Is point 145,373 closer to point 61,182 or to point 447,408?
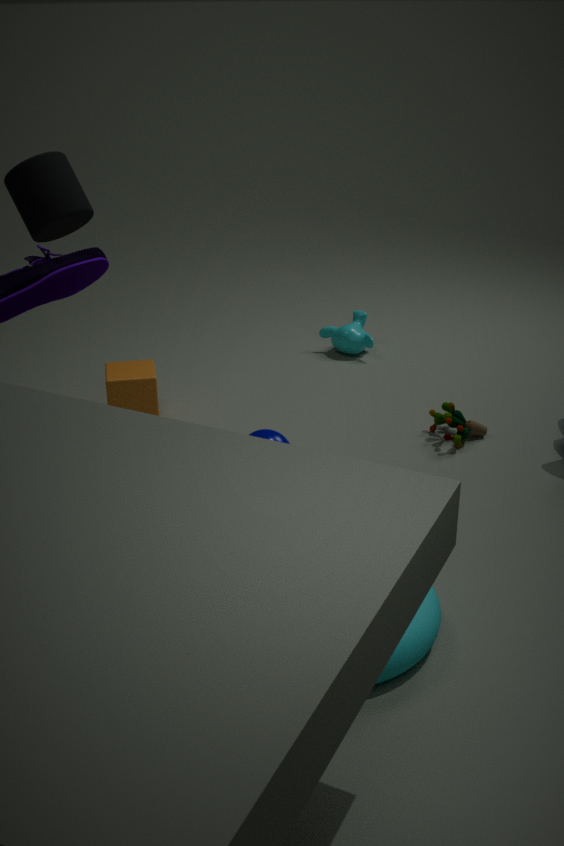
point 61,182
